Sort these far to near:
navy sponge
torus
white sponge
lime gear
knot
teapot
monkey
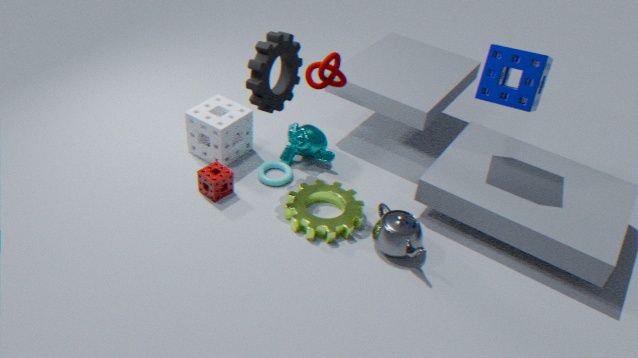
monkey < torus < white sponge < lime gear < teapot < navy sponge < knot
